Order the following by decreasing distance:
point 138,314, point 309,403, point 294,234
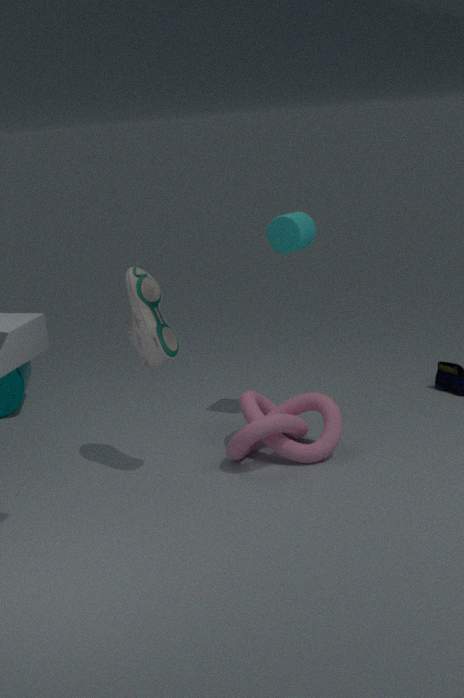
point 294,234 < point 309,403 < point 138,314
